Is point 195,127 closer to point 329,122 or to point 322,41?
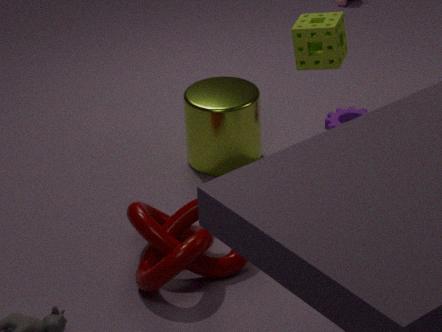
point 329,122
